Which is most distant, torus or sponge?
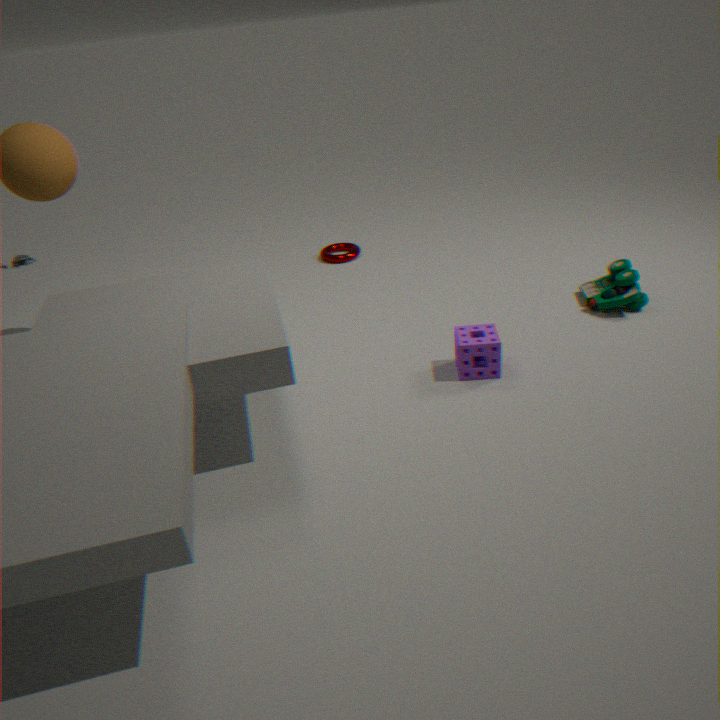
torus
